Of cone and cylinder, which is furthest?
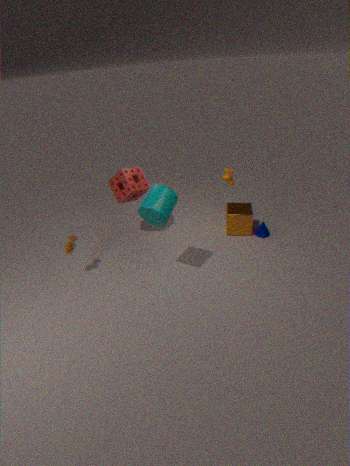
cone
